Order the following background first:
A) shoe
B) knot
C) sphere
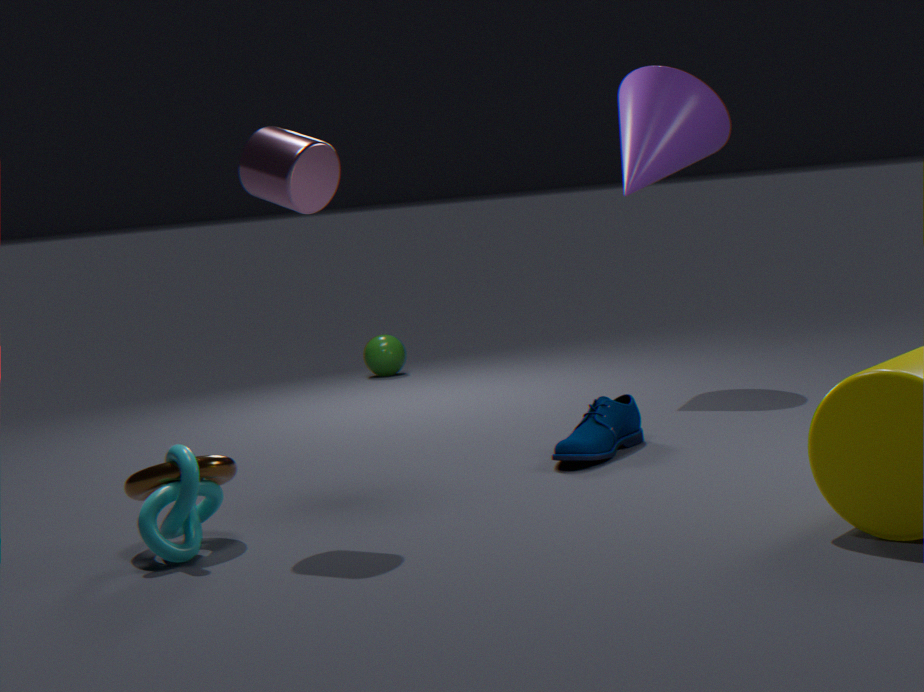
sphere → shoe → knot
